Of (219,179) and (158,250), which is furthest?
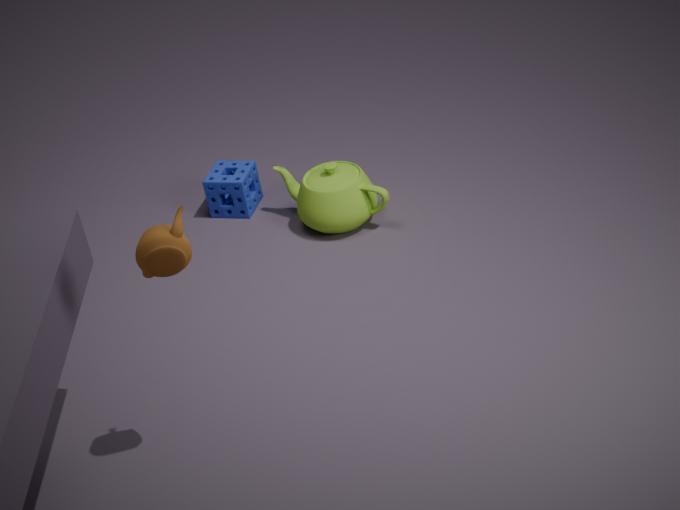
(219,179)
